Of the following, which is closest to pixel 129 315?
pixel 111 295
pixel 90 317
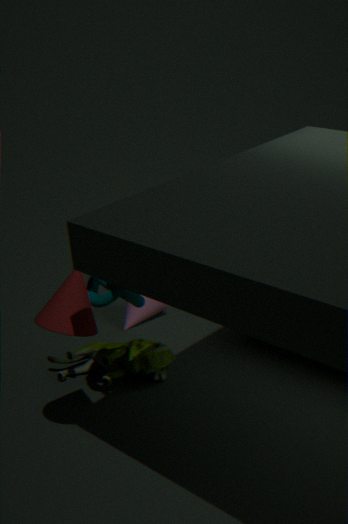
pixel 111 295
